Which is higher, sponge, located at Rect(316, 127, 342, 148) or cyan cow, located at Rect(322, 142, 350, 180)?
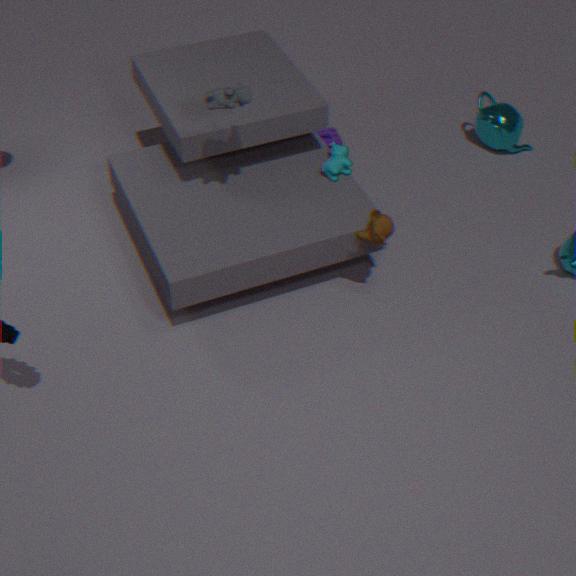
cyan cow, located at Rect(322, 142, 350, 180)
